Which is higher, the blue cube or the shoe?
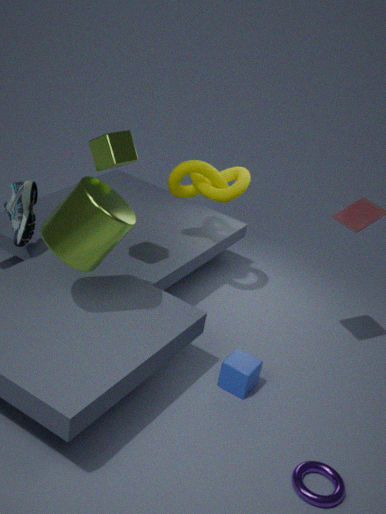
the shoe
